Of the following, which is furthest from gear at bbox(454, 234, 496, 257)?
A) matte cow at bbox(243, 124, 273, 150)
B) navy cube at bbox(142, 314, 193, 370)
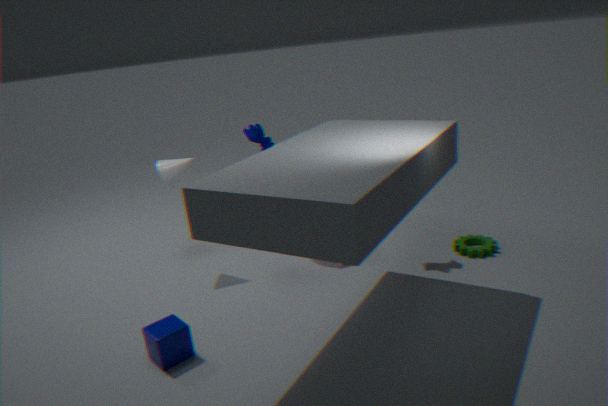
navy cube at bbox(142, 314, 193, 370)
